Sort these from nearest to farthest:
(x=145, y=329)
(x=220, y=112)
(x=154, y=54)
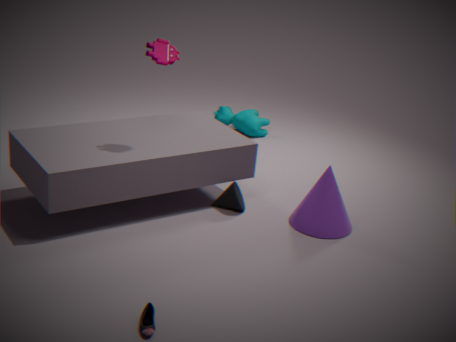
(x=145, y=329) → (x=154, y=54) → (x=220, y=112)
